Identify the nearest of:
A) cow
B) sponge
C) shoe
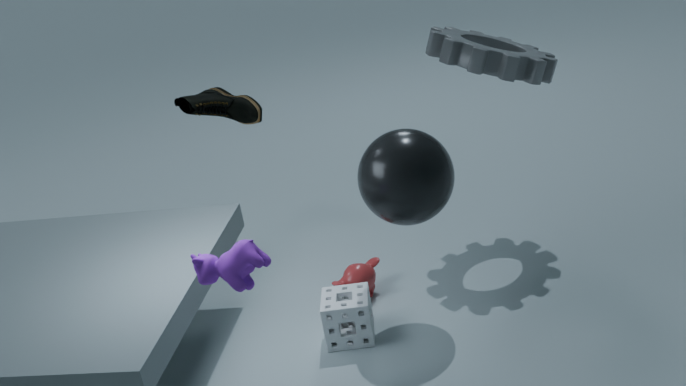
cow
